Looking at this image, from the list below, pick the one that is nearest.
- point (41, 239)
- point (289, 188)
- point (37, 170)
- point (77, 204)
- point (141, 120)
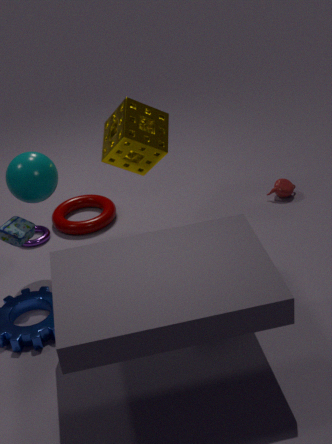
point (37, 170)
